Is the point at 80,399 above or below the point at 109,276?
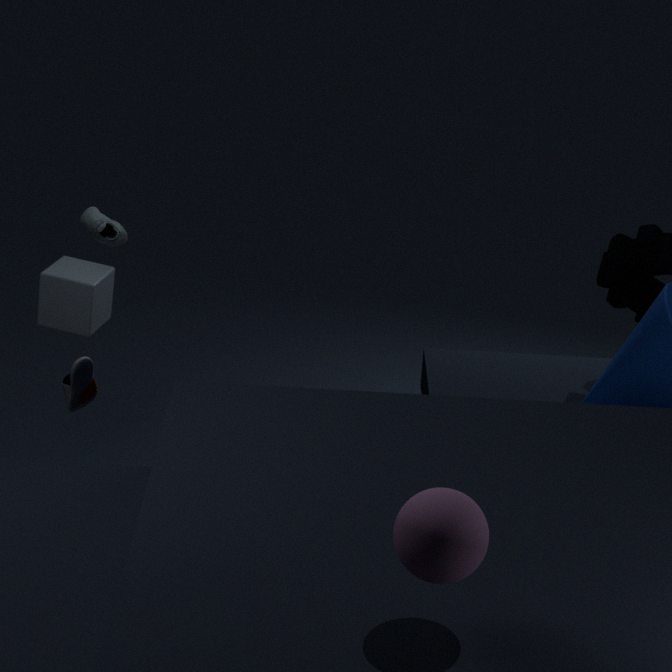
below
